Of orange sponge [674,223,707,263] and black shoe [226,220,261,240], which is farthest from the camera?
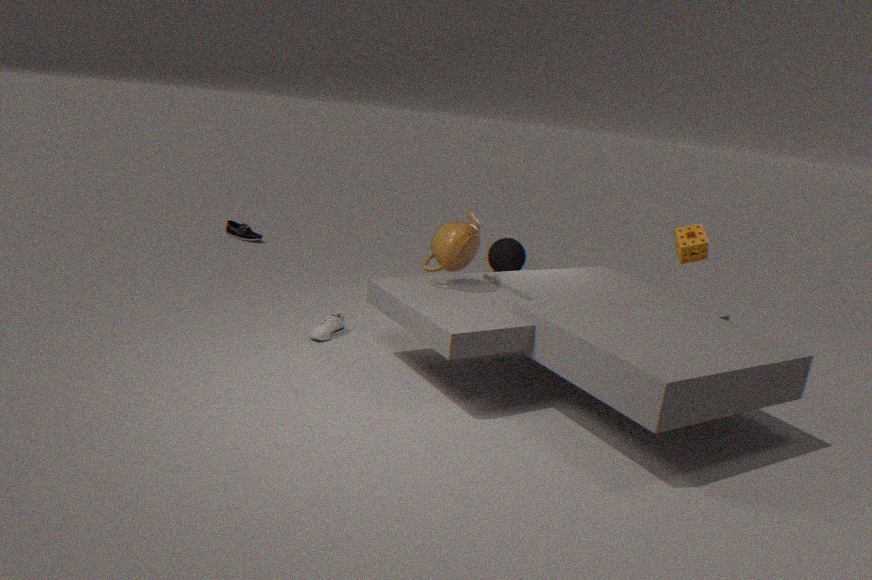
black shoe [226,220,261,240]
